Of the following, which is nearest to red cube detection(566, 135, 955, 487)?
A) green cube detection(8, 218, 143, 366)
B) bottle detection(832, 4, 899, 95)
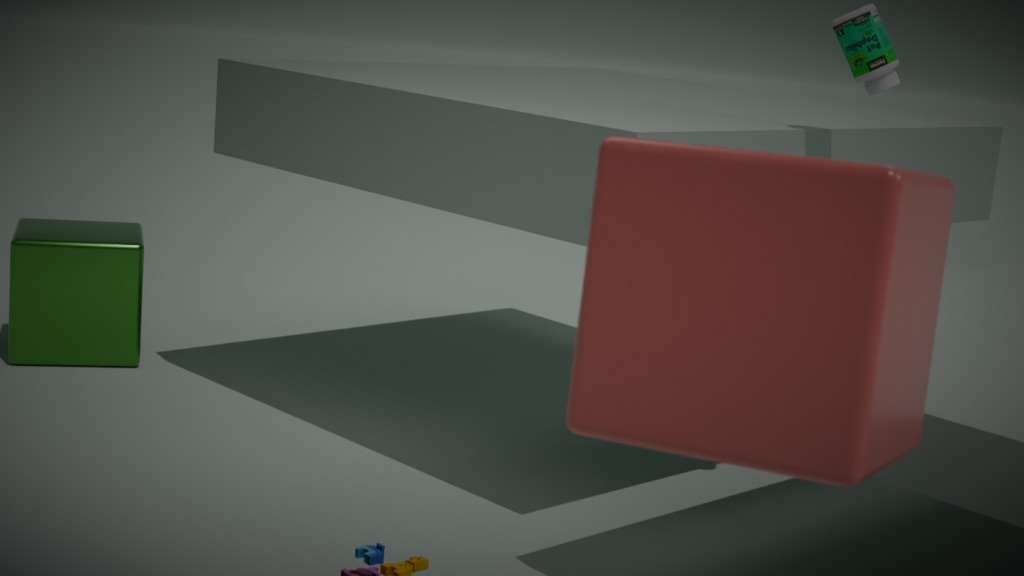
bottle detection(832, 4, 899, 95)
